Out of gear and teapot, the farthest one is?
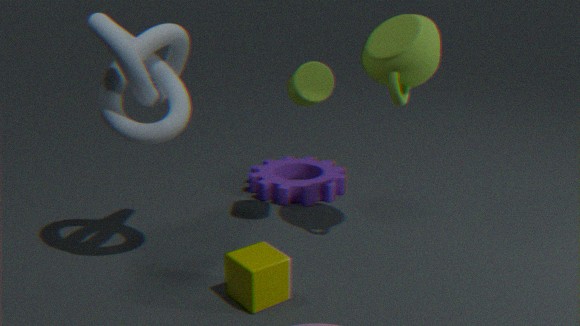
gear
